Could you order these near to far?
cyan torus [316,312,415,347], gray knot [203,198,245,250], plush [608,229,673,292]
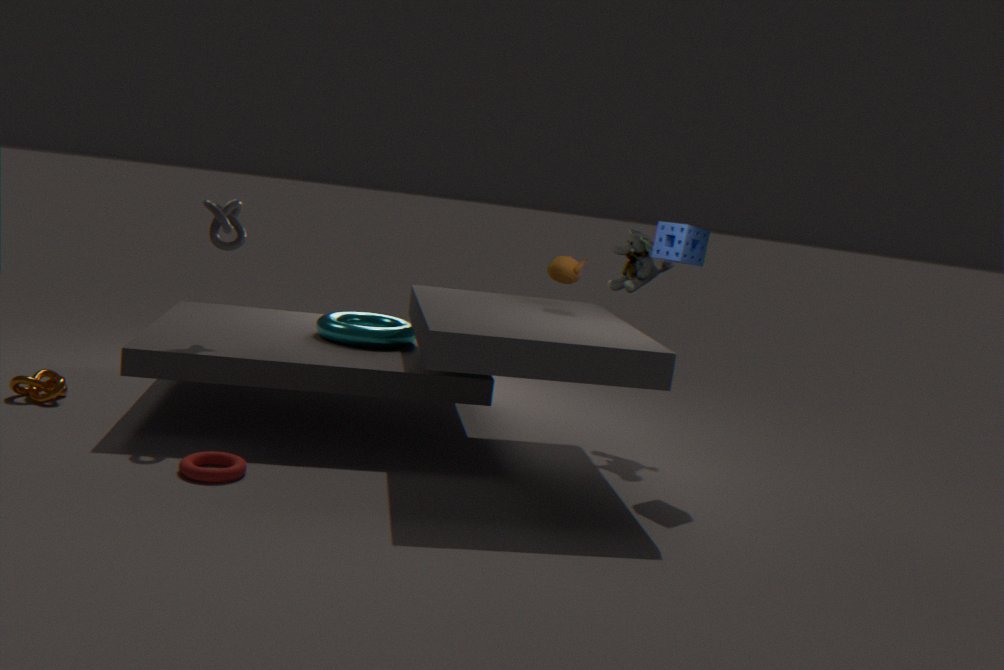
gray knot [203,198,245,250], cyan torus [316,312,415,347], plush [608,229,673,292]
